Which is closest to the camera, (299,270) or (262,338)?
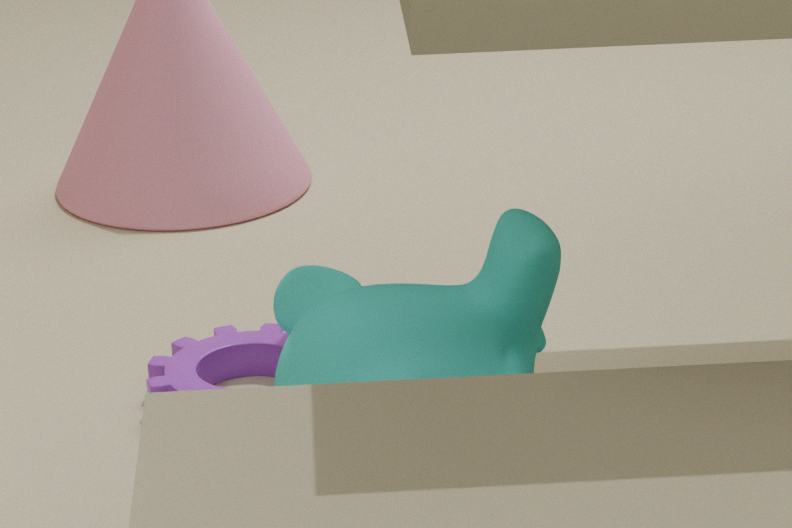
(299,270)
